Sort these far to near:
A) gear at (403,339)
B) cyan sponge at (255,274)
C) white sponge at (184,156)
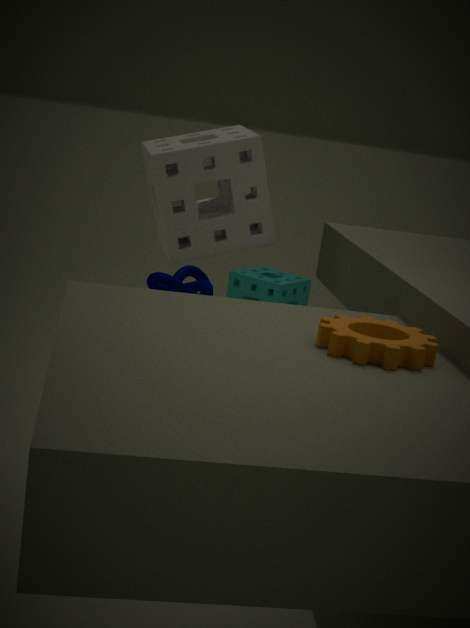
cyan sponge at (255,274)
white sponge at (184,156)
gear at (403,339)
